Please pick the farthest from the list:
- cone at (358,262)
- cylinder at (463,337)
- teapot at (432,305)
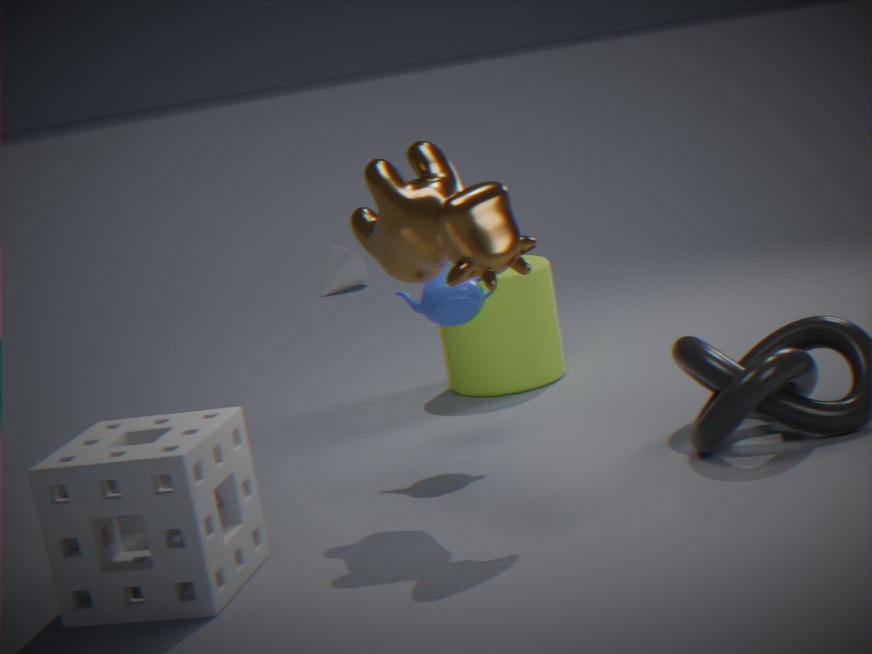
cone at (358,262)
